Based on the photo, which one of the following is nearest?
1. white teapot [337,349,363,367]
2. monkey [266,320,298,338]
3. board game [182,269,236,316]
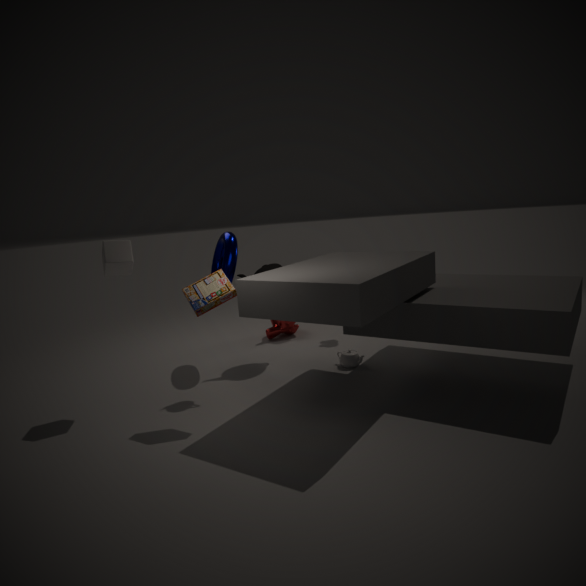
board game [182,269,236,316]
